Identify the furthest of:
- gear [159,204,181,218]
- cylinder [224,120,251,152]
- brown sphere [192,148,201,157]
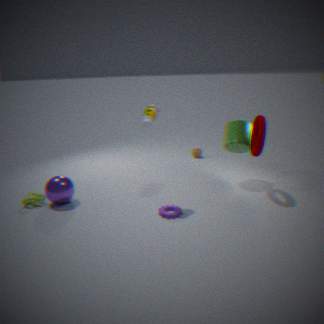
brown sphere [192,148,201,157]
